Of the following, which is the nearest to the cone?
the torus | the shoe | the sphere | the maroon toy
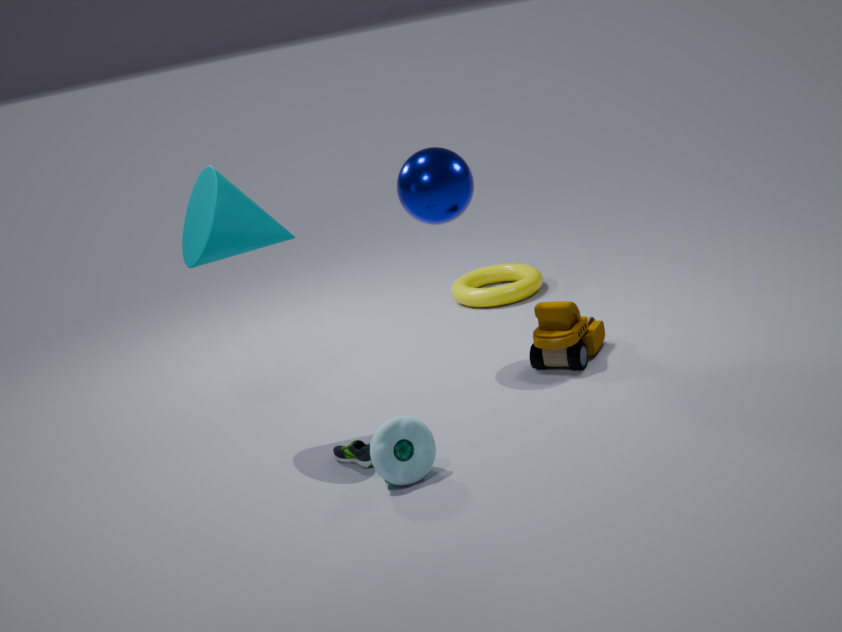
the sphere
